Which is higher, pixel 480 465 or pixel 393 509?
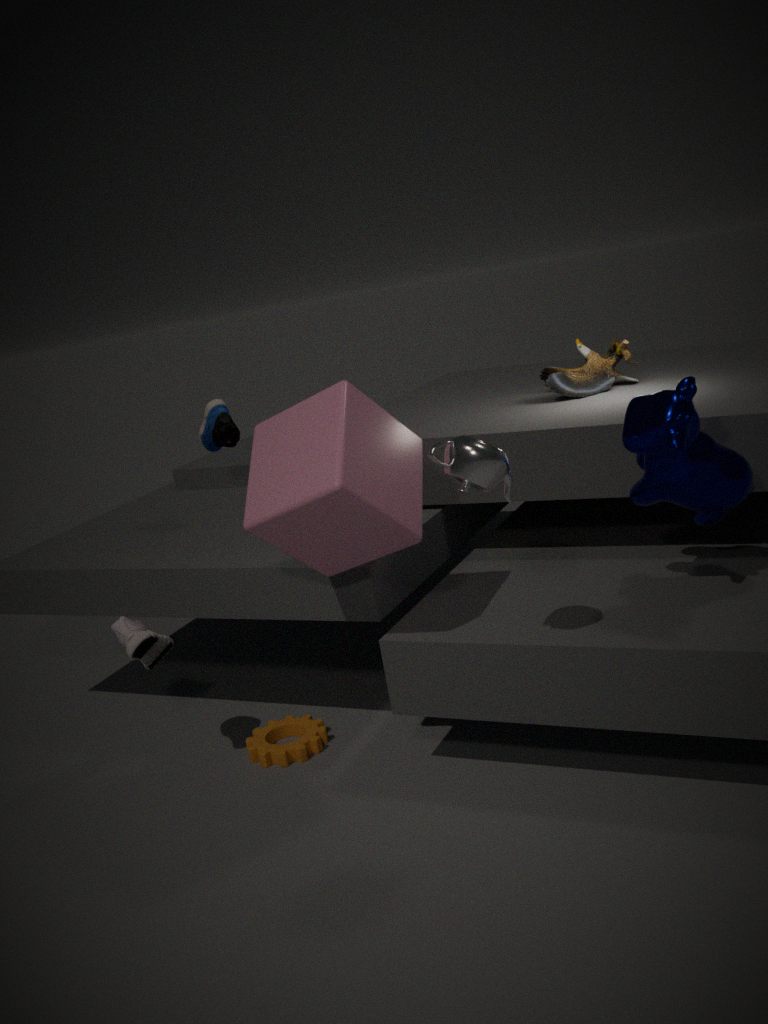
pixel 480 465
